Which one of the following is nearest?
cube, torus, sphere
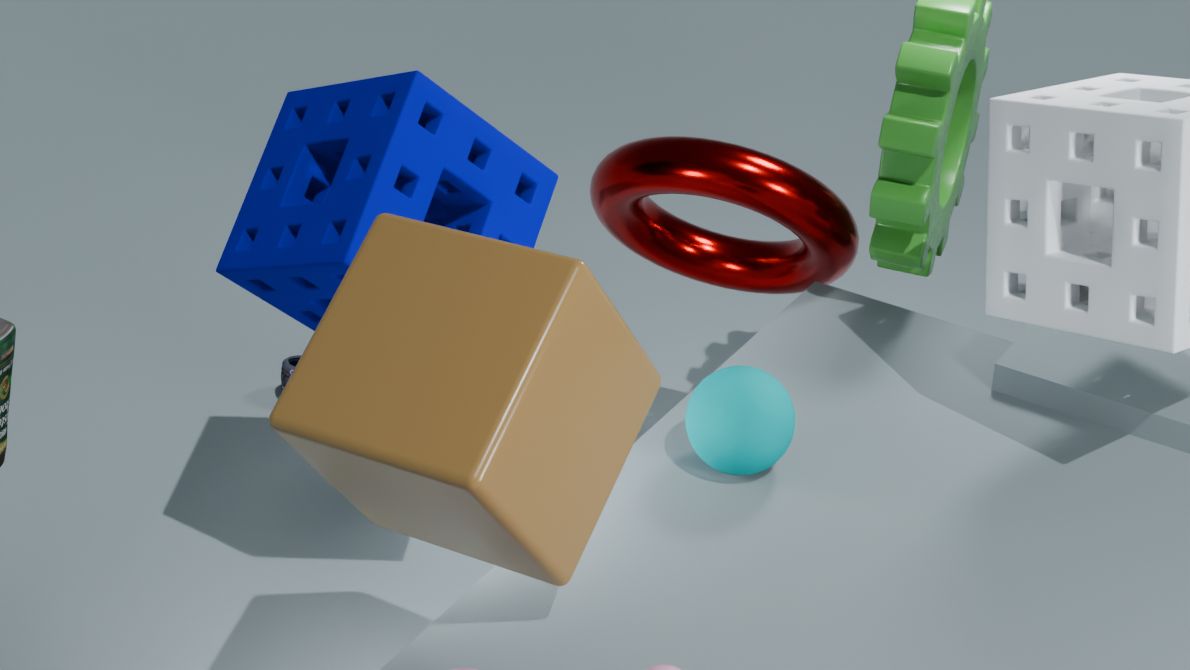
cube
